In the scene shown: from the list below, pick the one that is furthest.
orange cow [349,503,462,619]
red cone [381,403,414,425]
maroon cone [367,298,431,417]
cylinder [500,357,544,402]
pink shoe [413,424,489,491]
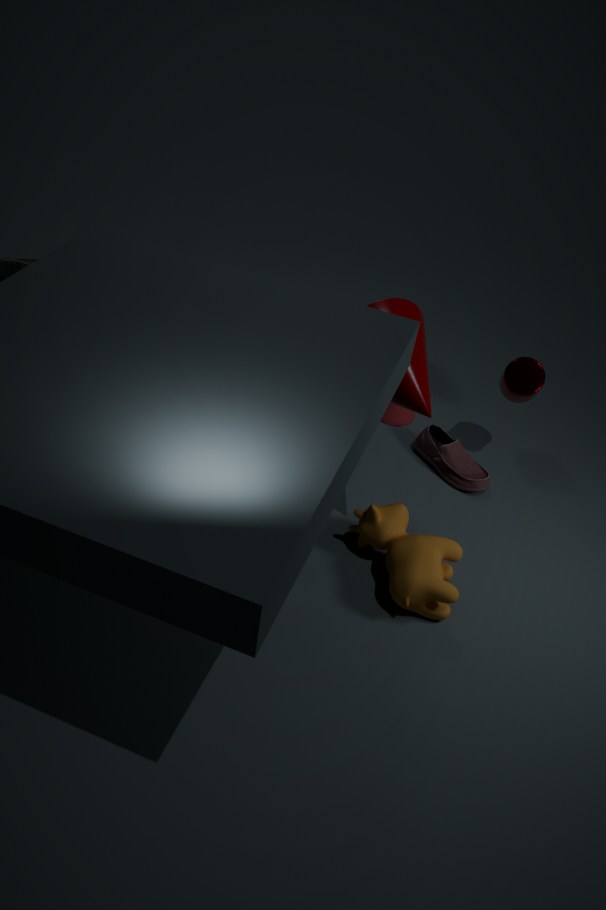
red cone [381,403,414,425]
